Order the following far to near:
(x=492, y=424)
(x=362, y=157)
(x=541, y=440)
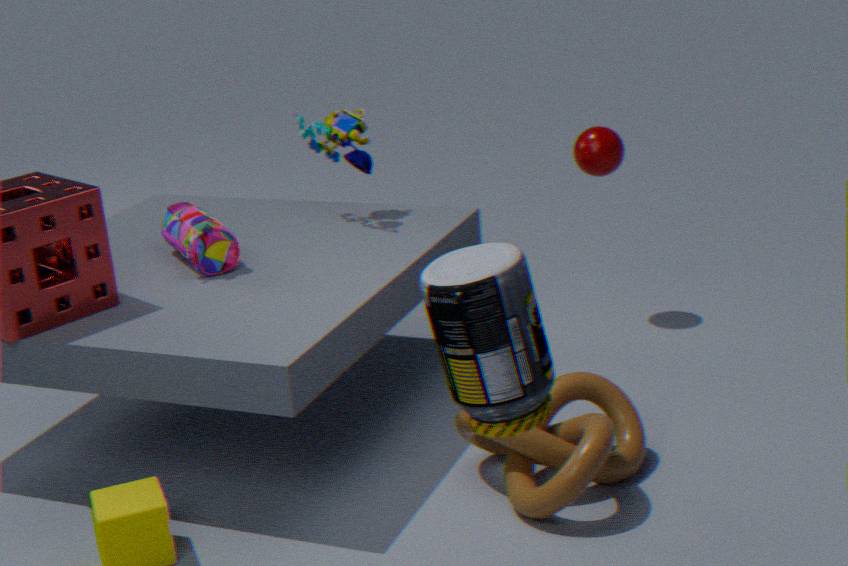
(x=362, y=157) < (x=541, y=440) < (x=492, y=424)
